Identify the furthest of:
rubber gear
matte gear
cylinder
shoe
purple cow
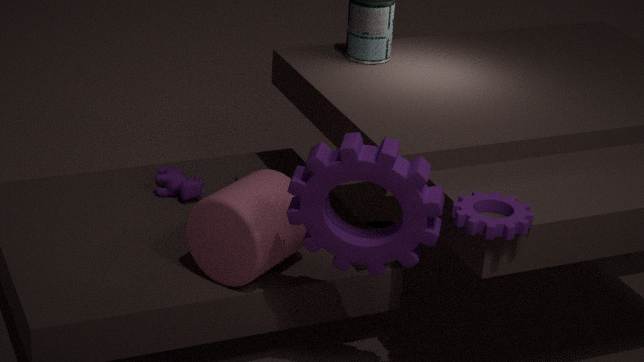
shoe
